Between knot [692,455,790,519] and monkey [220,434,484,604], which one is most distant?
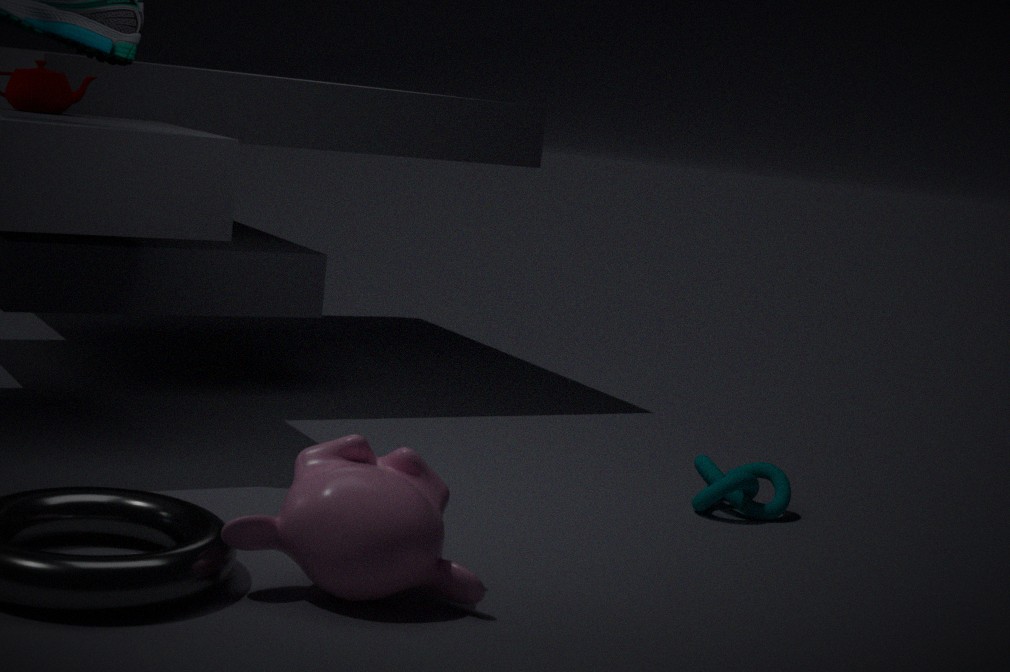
knot [692,455,790,519]
